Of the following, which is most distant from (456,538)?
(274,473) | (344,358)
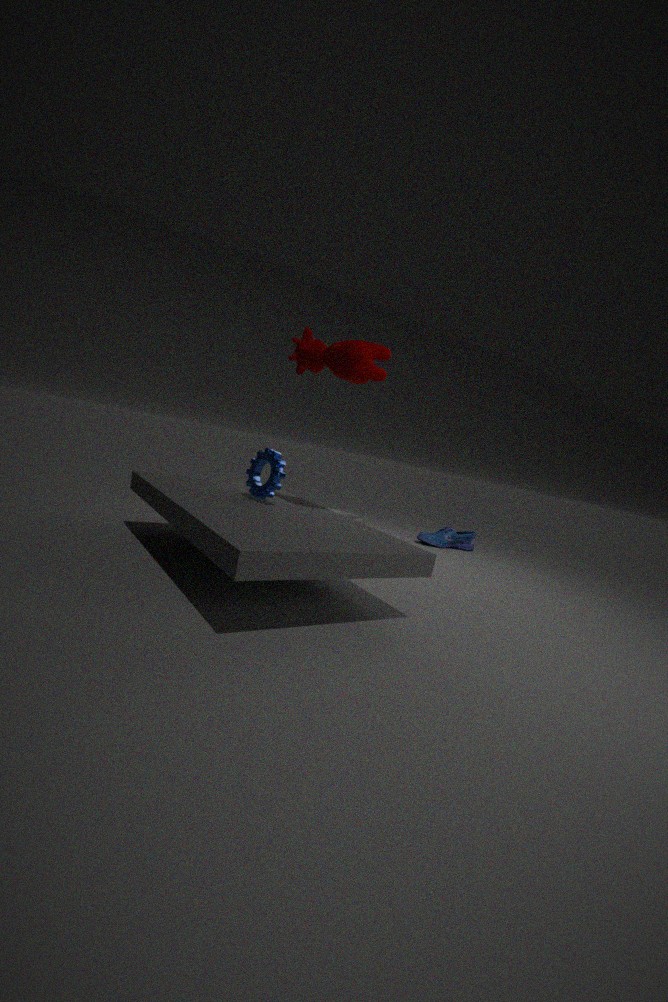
(344,358)
